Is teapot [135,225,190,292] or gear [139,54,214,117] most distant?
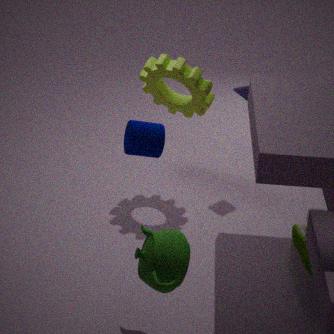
gear [139,54,214,117]
